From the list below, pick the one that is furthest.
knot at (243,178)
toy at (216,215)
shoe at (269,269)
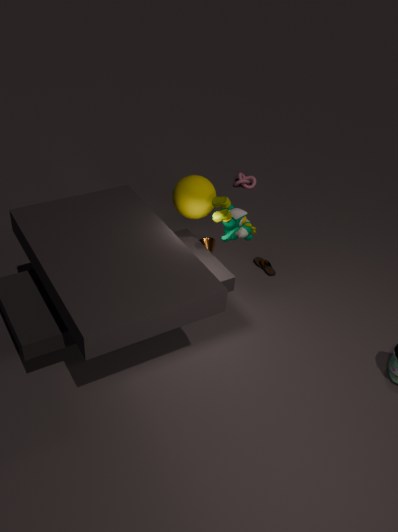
knot at (243,178)
